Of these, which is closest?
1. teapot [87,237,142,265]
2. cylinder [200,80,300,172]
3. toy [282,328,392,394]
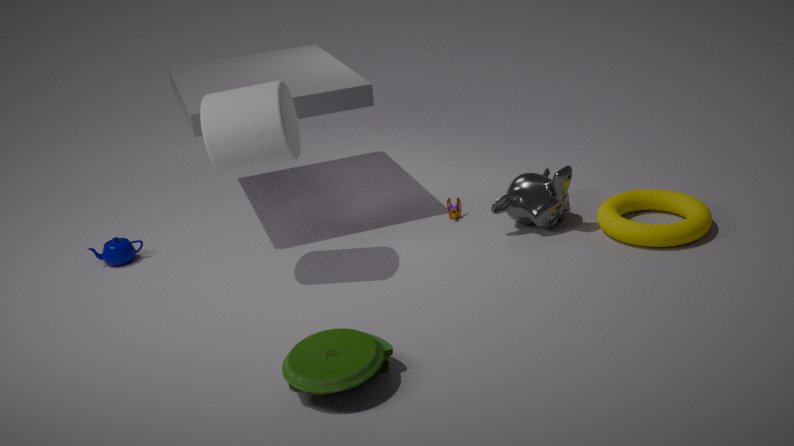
toy [282,328,392,394]
